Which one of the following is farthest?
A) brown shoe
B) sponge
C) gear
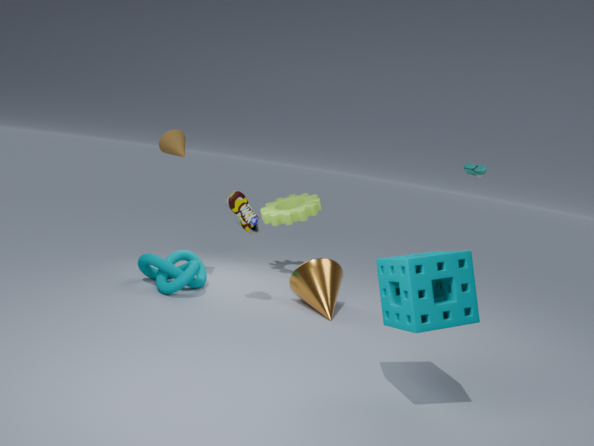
gear
